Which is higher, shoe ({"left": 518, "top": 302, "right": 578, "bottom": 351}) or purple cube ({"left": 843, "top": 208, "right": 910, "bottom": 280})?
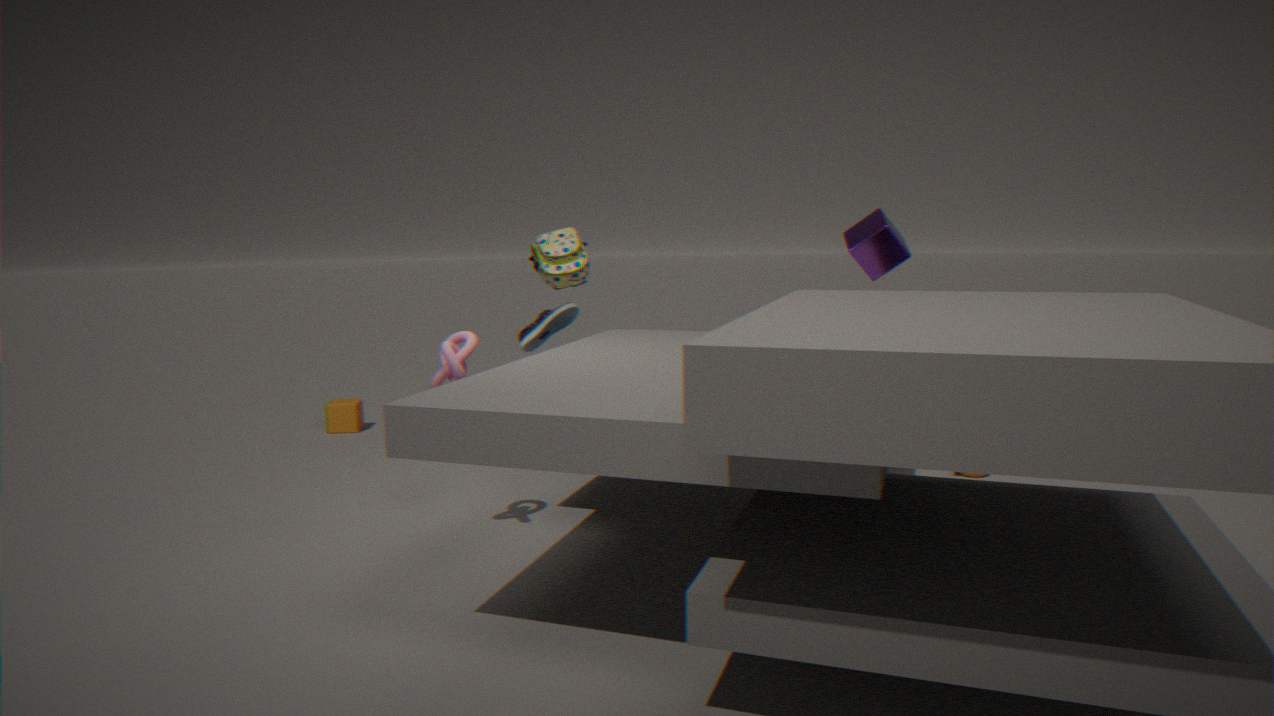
purple cube ({"left": 843, "top": 208, "right": 910, "bottom": 280})
